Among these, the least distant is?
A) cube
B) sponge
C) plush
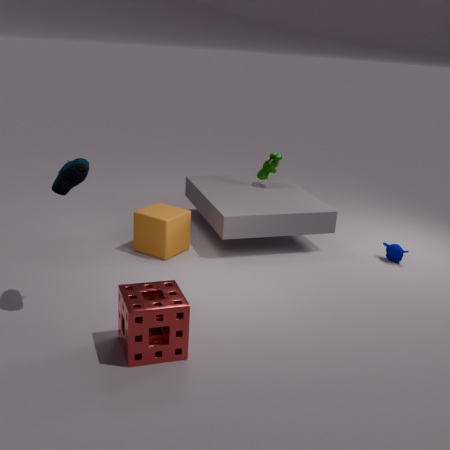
sponge
